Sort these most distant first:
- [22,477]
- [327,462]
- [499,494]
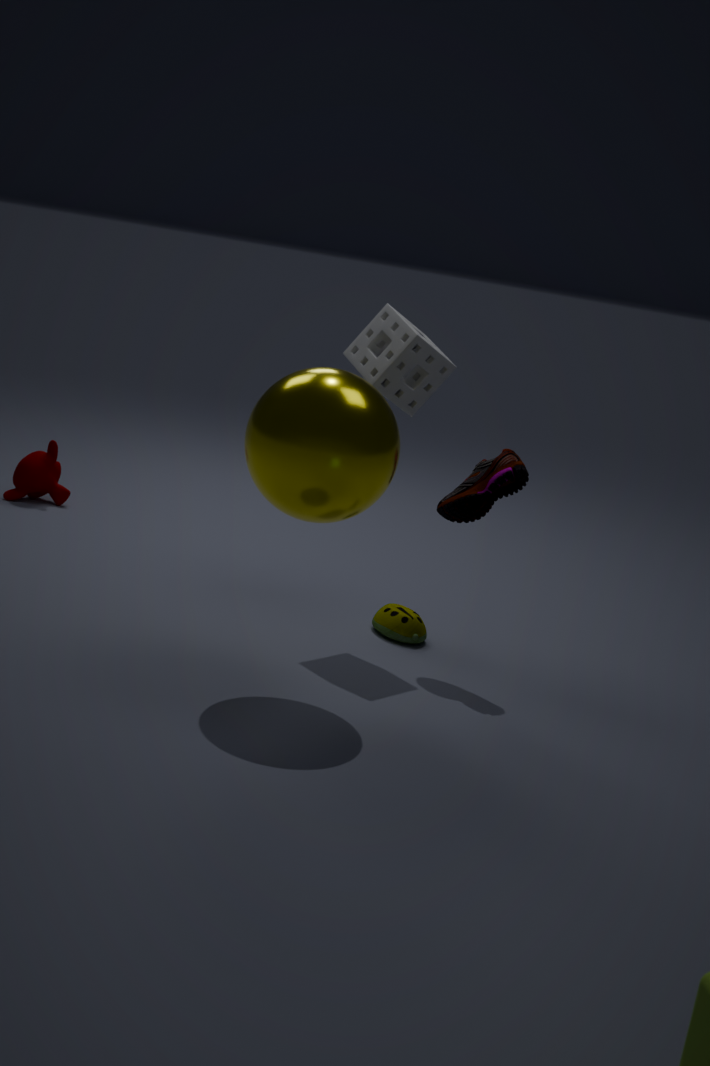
→ [22,477], [499,494], [327,462]
